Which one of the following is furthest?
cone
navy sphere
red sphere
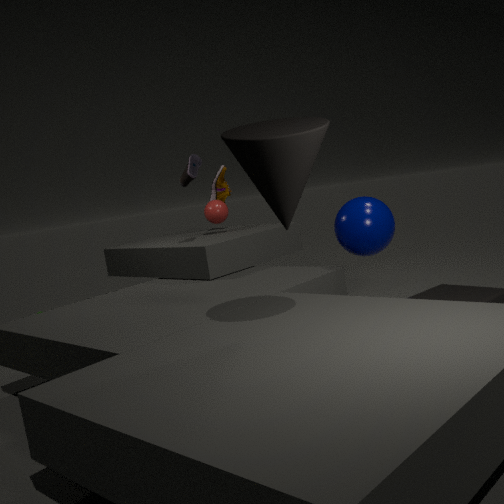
red sphere
